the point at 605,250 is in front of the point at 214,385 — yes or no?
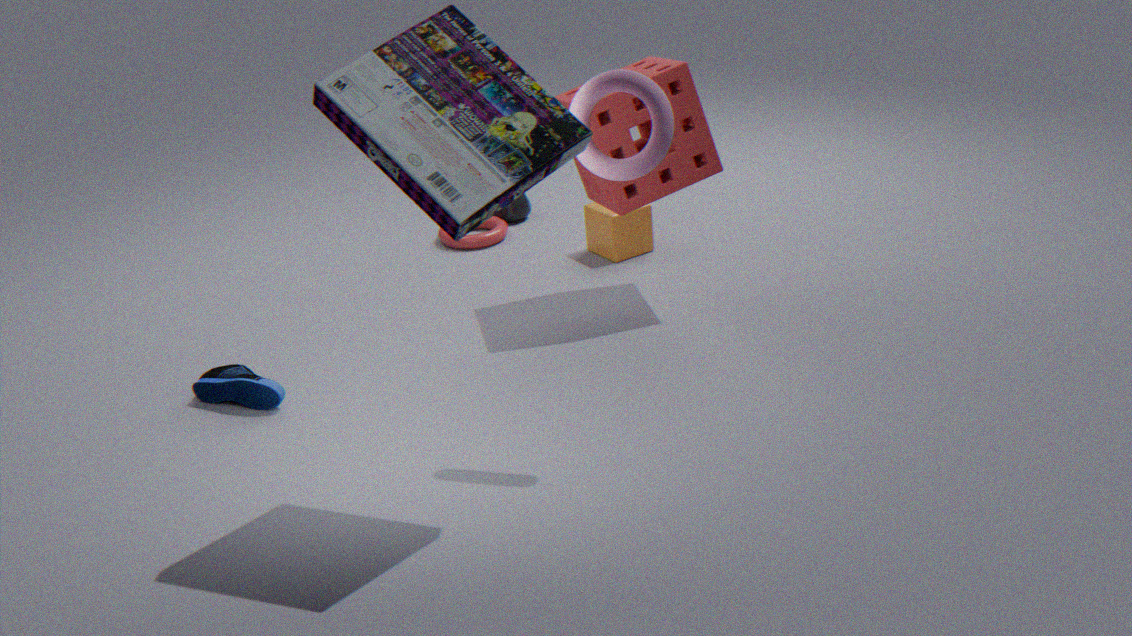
No
